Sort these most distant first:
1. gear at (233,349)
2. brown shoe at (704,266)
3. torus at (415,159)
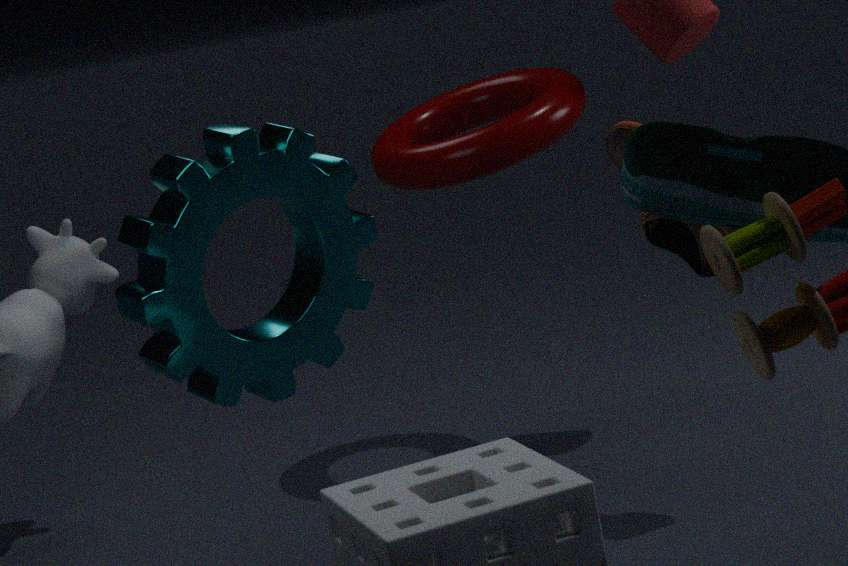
torus at (415,159) < brown shoe at (704,266) < gear at (233,349)
